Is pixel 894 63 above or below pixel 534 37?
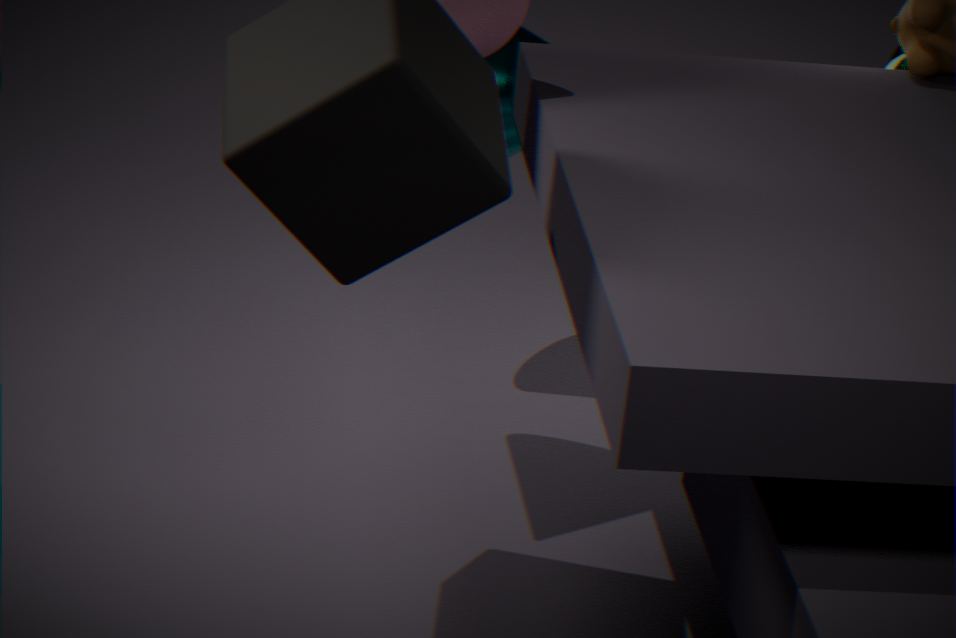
above
